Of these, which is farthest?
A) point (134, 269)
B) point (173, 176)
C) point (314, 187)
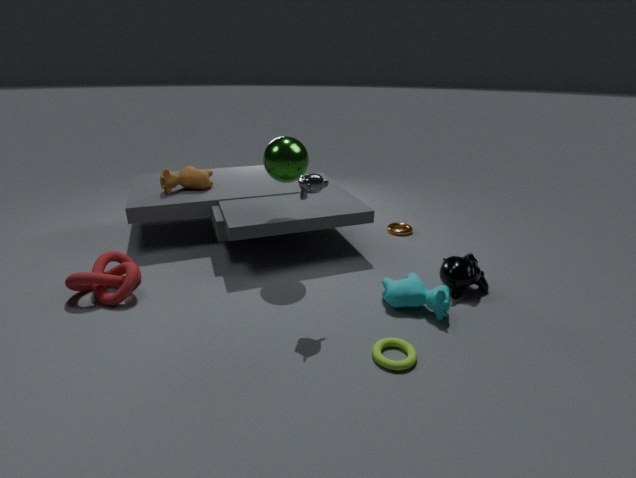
point (173, 176)
